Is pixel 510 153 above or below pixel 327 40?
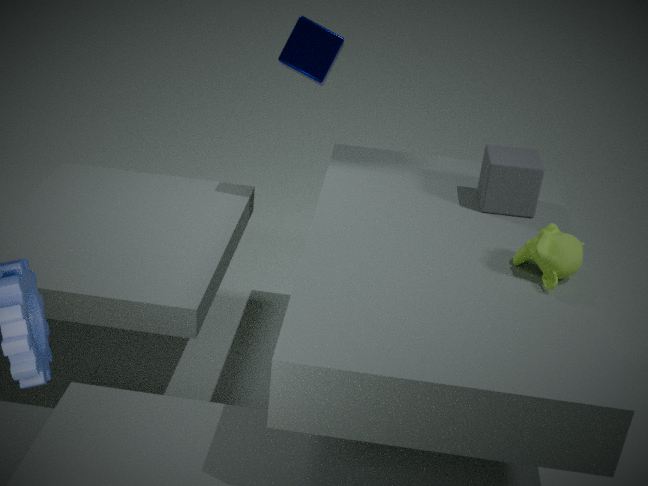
below
